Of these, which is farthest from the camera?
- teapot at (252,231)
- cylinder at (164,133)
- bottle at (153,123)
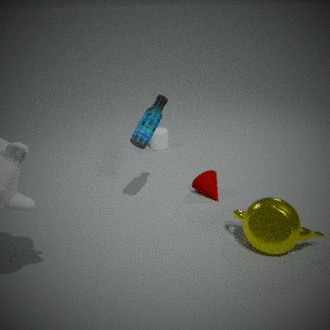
cylinder at (164,133)
